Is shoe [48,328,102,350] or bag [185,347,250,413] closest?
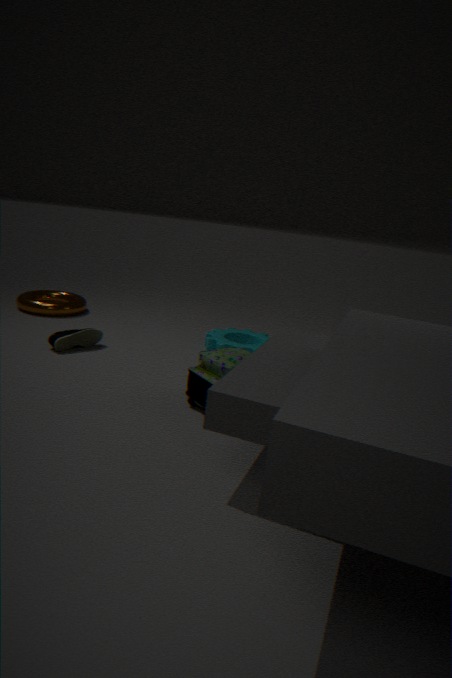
bag [185,347,250,413]
